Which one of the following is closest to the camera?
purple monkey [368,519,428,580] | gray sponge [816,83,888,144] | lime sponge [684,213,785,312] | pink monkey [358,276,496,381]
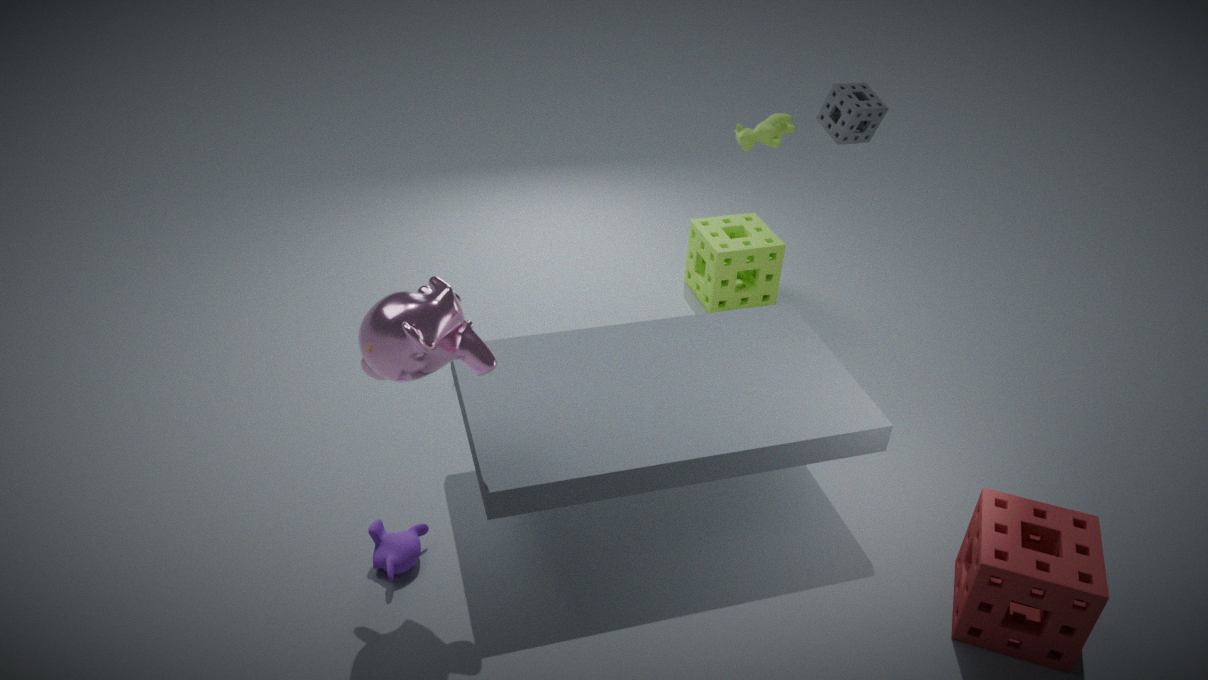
pink monkey [358,276,496,381]
